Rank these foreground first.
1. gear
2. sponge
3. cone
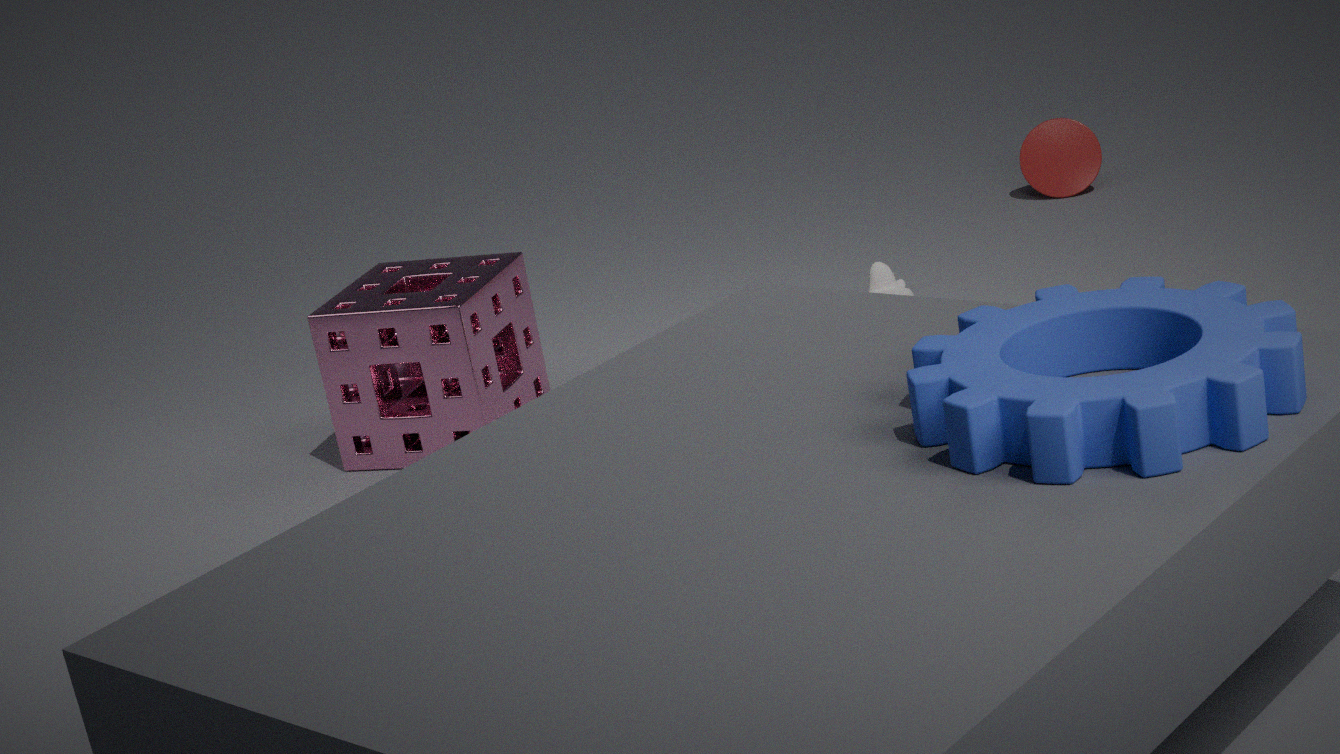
gear, sponge, cone
